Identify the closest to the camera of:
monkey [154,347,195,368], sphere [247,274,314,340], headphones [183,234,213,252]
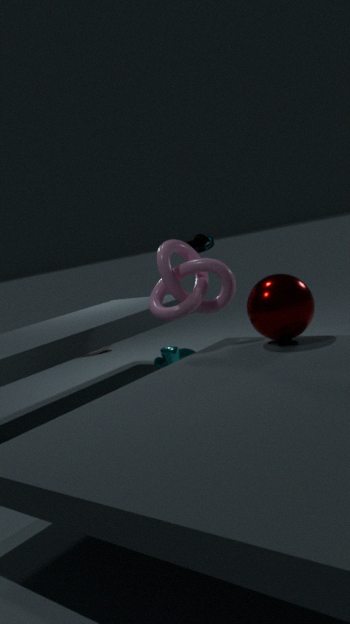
sphere [247,274,314,340]
